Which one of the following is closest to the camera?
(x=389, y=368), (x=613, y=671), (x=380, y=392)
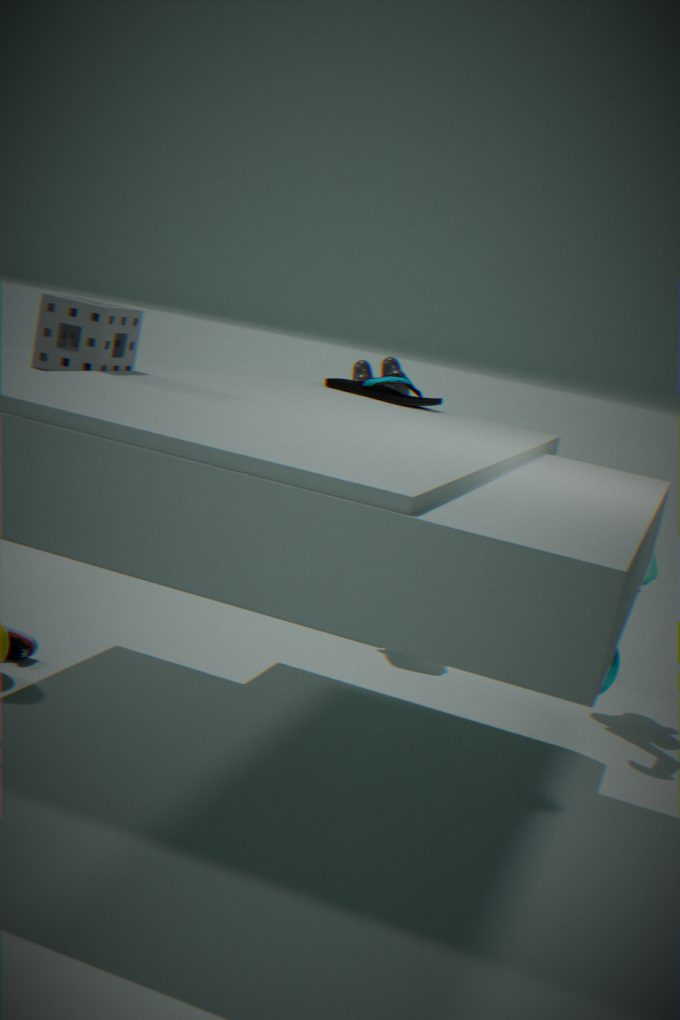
(x=613, y=671)
